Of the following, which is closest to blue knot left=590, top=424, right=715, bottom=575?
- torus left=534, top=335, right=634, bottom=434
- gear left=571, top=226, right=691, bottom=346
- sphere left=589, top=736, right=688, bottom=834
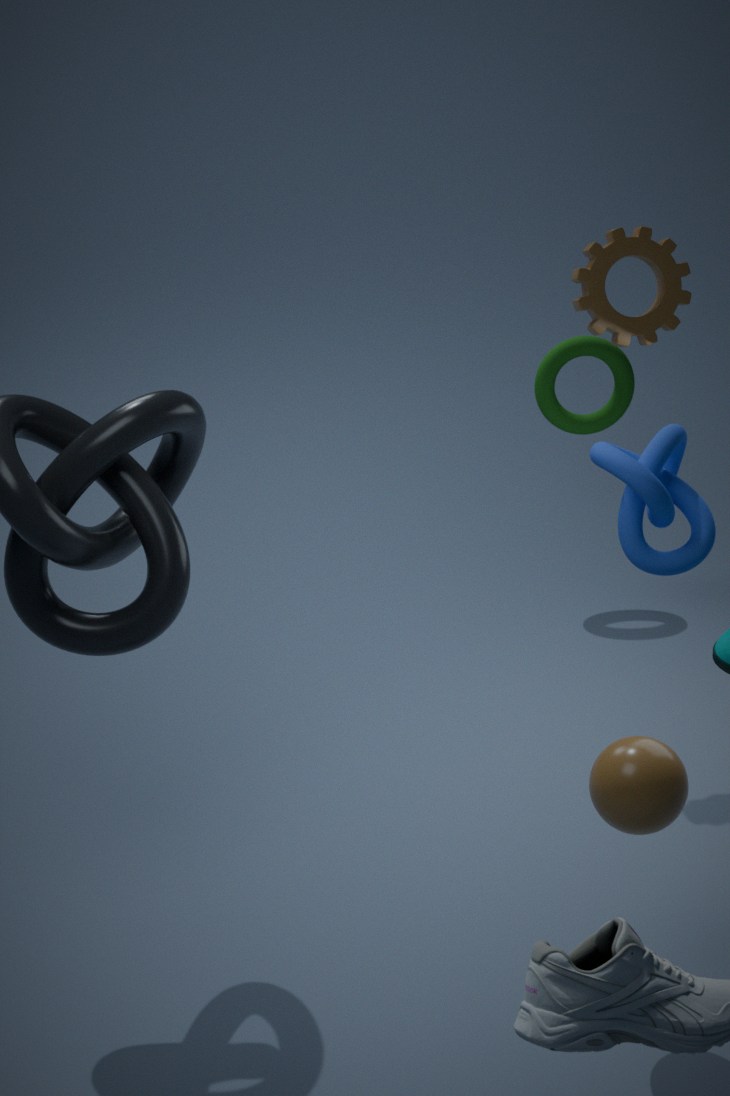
sphere left=589, top=736, right=688, bottom=834
